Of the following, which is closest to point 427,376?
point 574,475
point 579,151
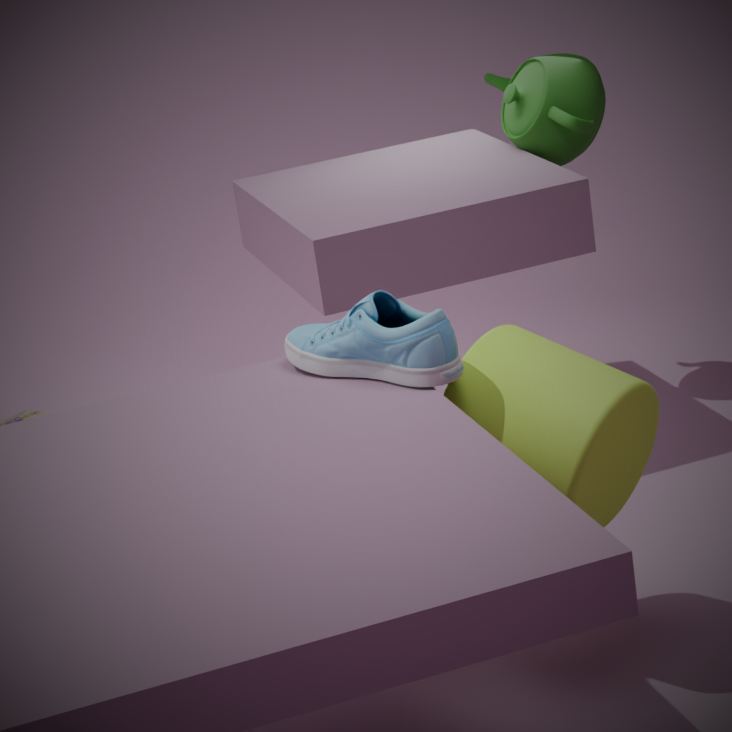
point 574,475
